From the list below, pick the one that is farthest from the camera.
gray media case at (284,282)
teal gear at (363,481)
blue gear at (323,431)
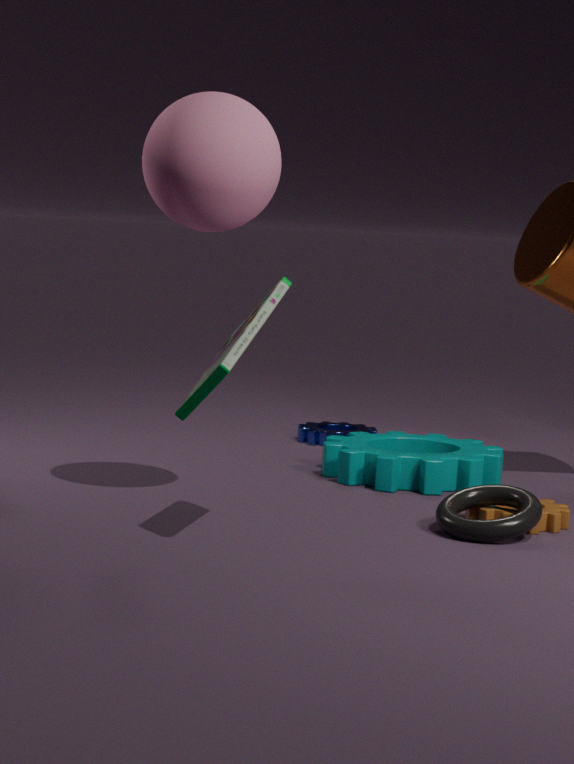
blue gear at (323,431)
